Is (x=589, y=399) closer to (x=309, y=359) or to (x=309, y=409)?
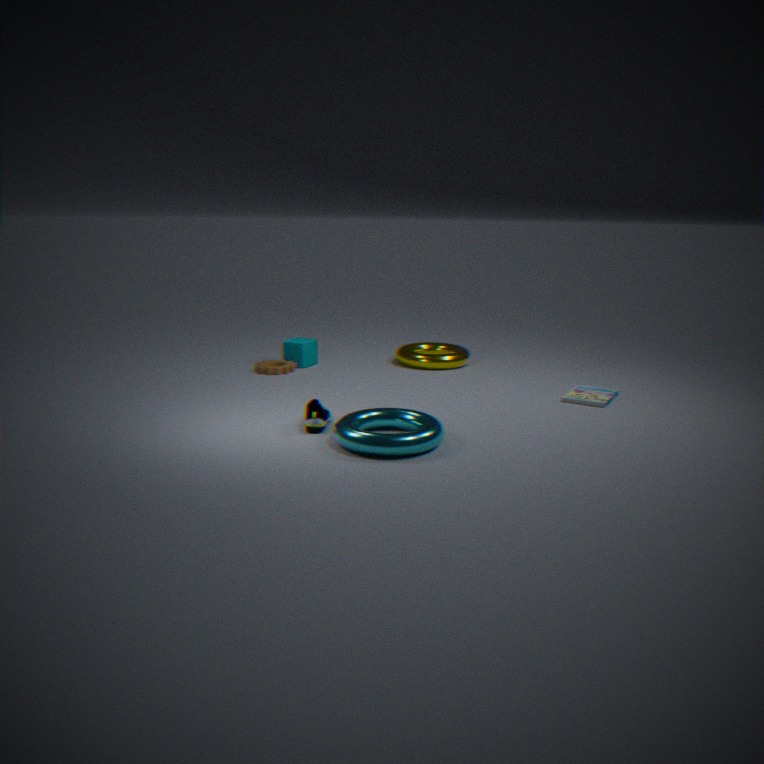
(x=309, y=409)
